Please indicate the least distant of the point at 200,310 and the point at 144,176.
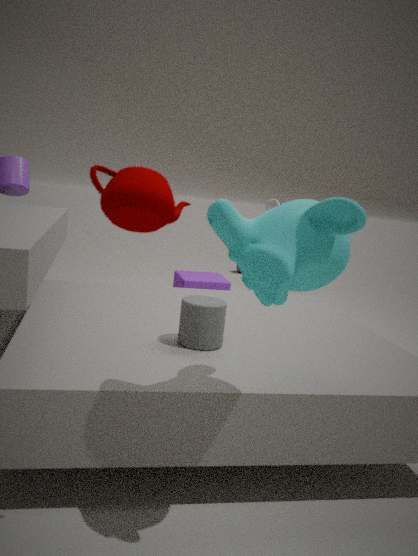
the point at 144,176
